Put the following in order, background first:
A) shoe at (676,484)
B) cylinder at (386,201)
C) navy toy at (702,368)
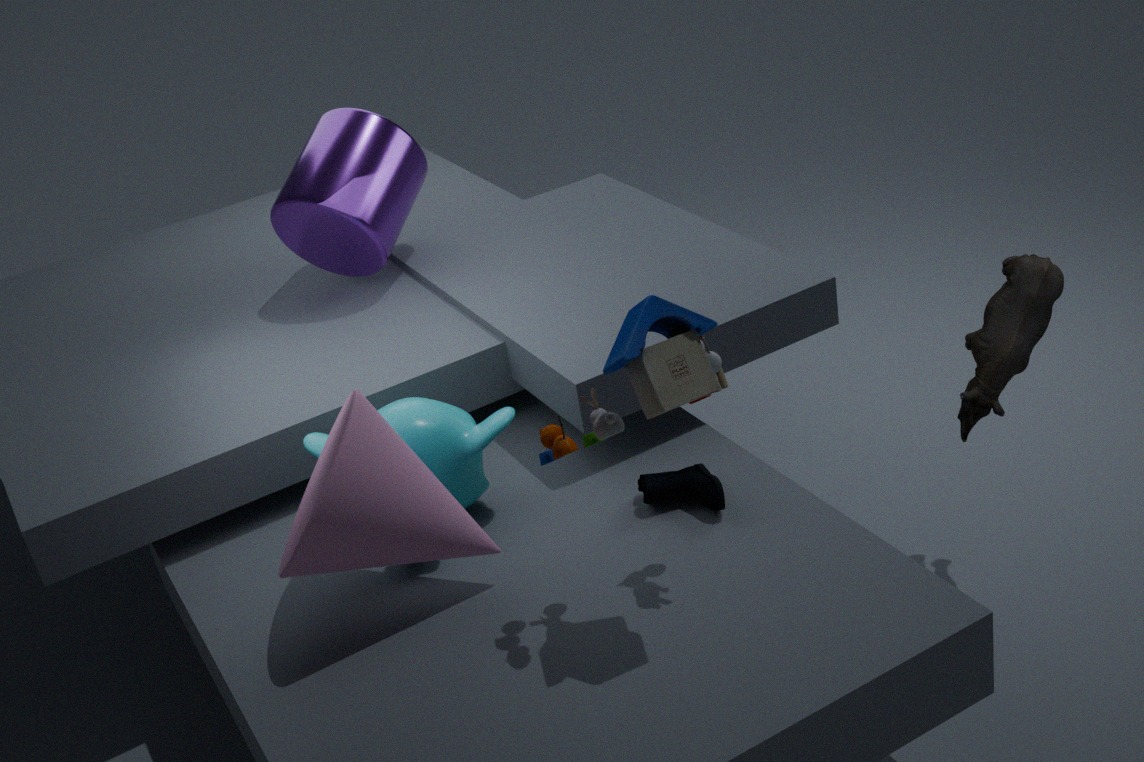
1. cylinder at (386,201)
2. shoe at (676,484)
3. navy toy at (702,368)
